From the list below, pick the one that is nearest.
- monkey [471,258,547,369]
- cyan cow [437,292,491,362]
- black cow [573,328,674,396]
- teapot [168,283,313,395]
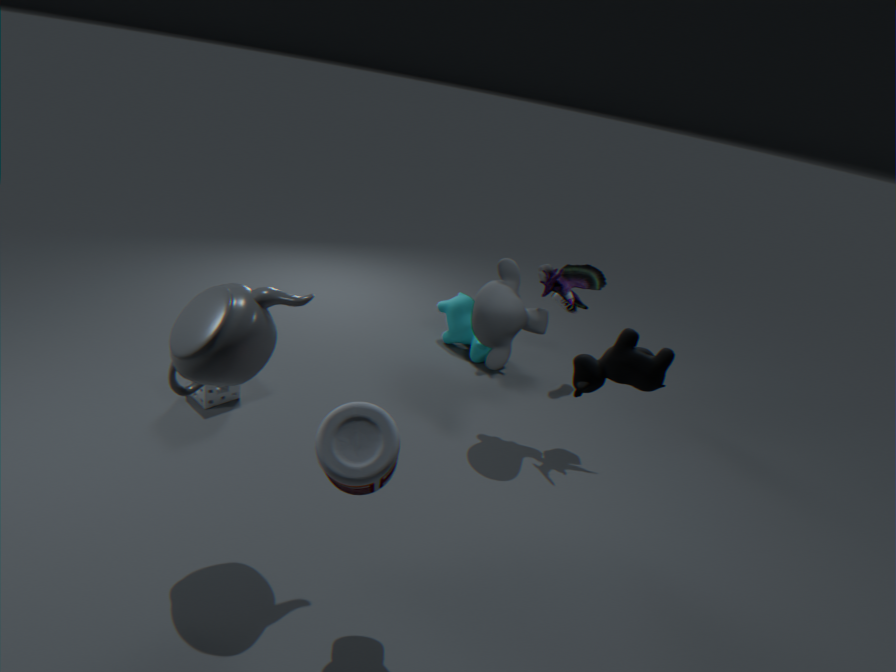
black cow [573,328,674,396]
